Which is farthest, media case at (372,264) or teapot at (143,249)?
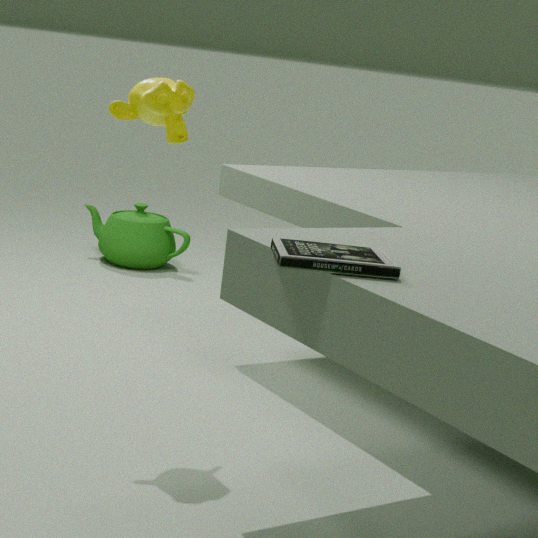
teapot at (143,249)
